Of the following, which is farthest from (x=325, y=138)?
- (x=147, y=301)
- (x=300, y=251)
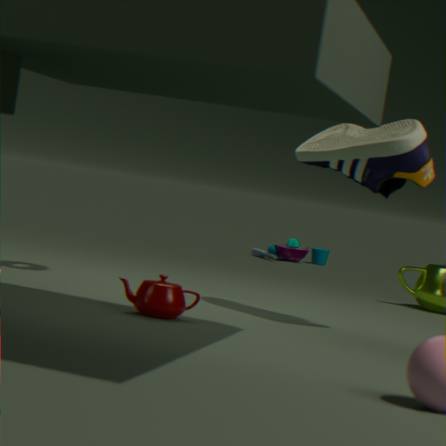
(x=300, y=251)
